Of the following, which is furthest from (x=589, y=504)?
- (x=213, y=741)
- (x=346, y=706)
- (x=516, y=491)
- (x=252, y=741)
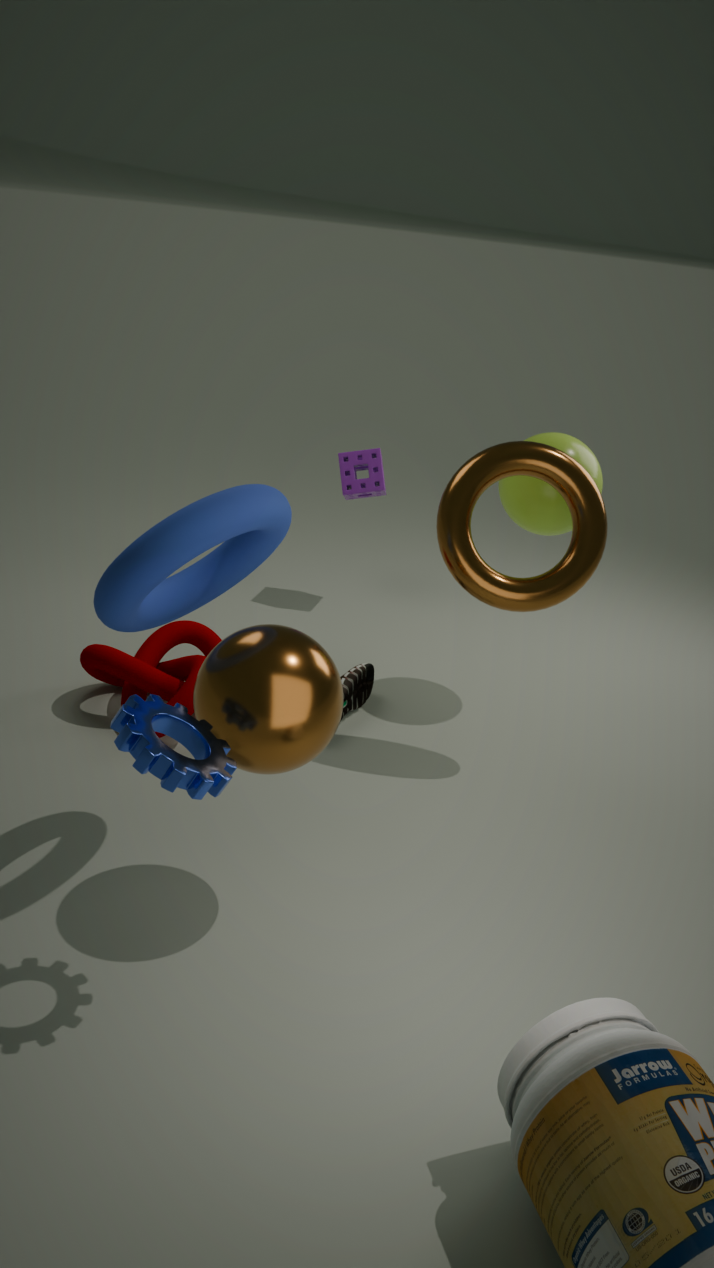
(x=213, y=741)
